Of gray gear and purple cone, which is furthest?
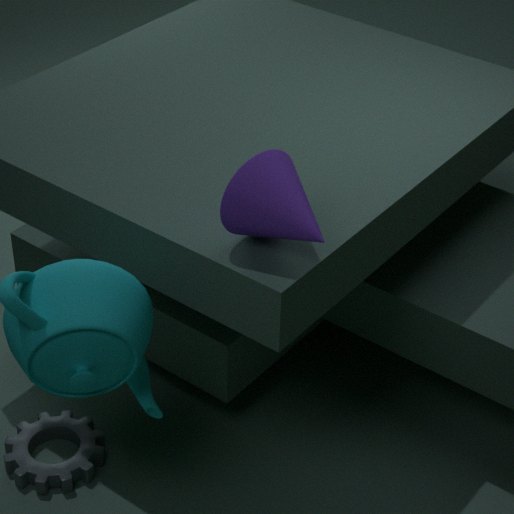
gray gear
